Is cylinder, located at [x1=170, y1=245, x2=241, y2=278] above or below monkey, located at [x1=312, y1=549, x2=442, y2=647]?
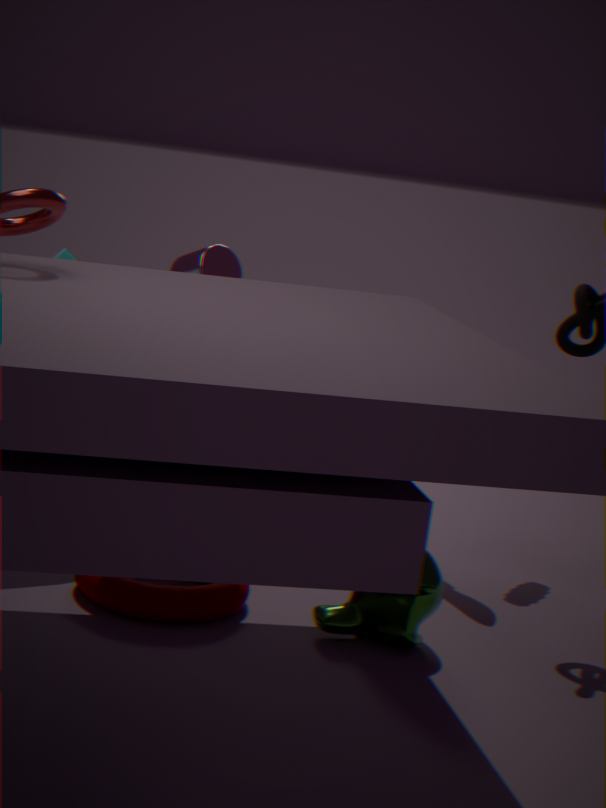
above
